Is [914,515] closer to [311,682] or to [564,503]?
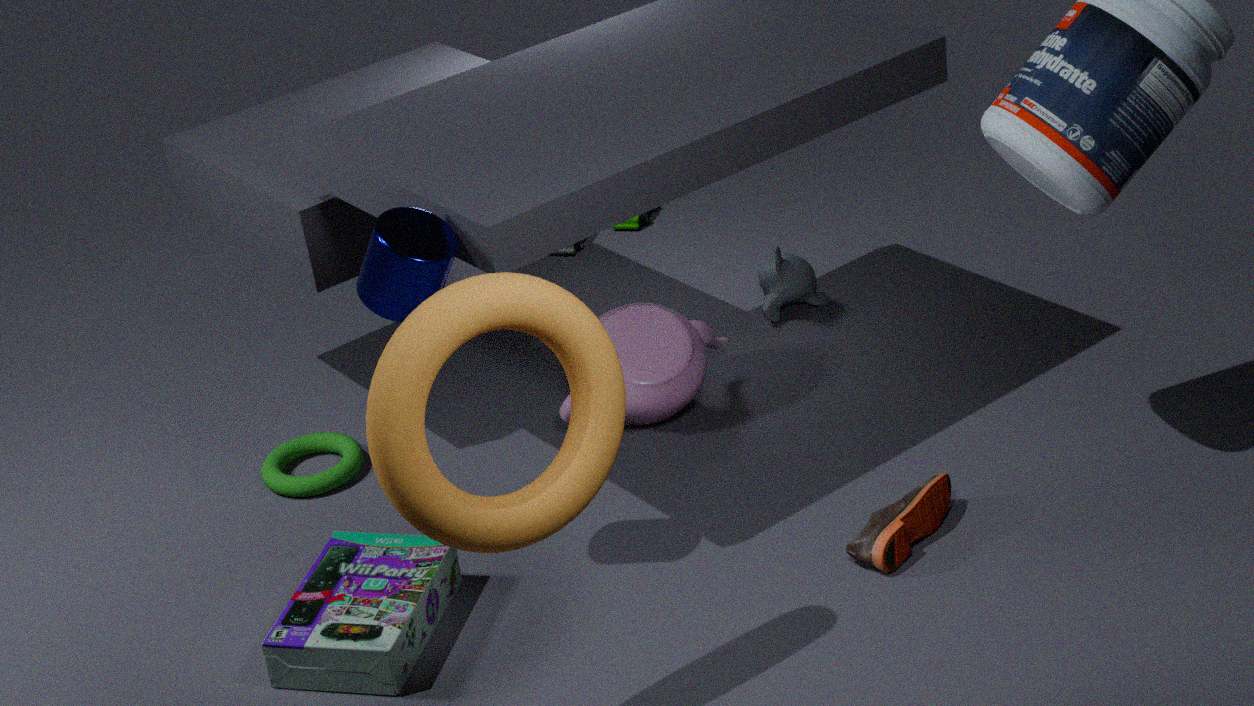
[564,503]
